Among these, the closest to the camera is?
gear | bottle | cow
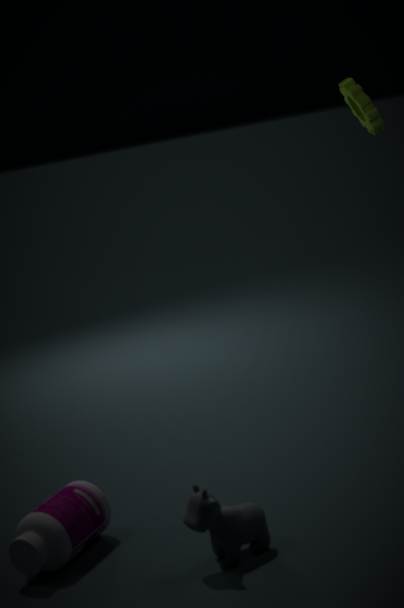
cow
